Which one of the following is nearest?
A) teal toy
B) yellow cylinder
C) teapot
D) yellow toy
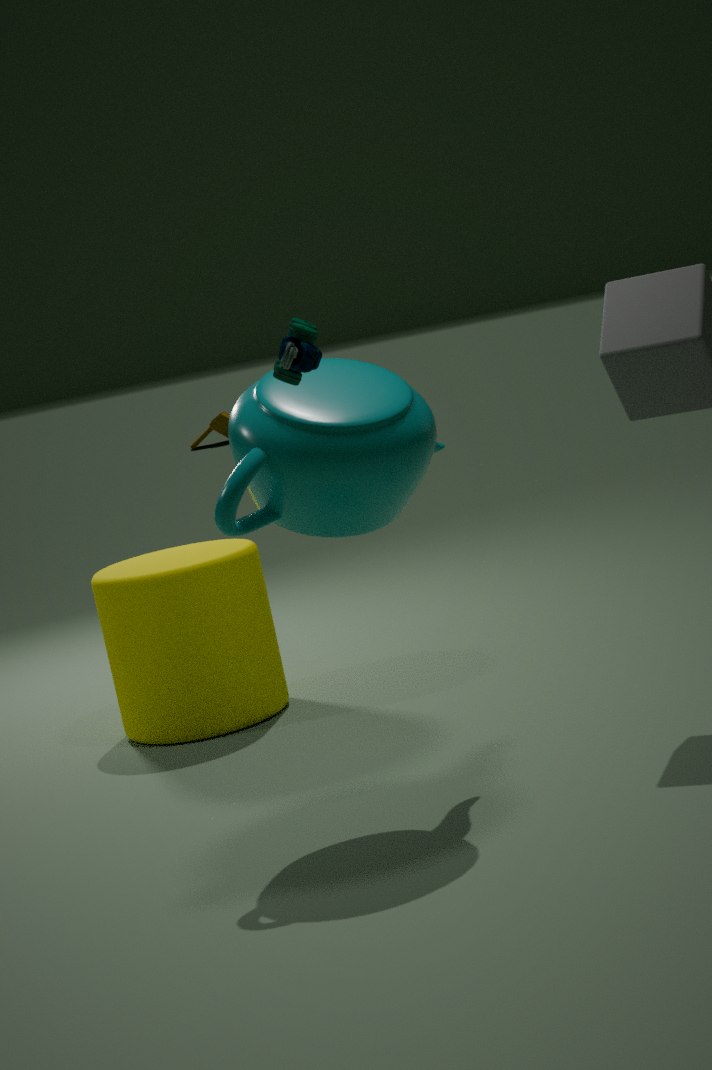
teal toy
